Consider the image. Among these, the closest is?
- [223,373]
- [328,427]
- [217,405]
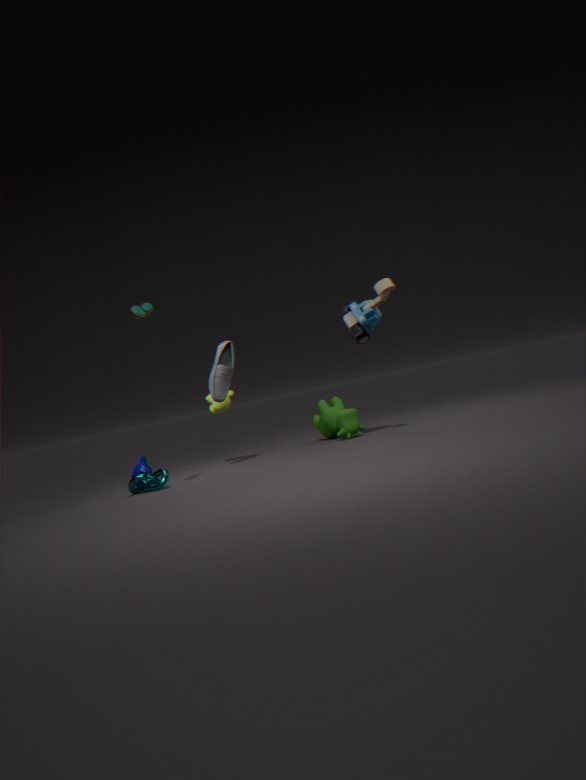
[223,373]
